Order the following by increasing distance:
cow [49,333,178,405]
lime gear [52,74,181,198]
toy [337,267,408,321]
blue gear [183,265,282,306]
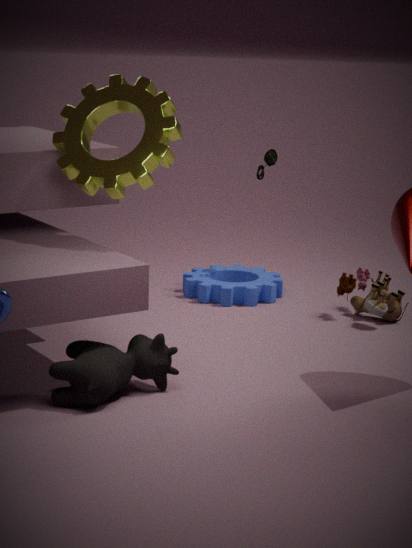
1. cow [49,333,178,405]
2. lime gear [52,74,181,198]
3. toy [337,267,408,321]
4. blue gear [183,265,282,306]
